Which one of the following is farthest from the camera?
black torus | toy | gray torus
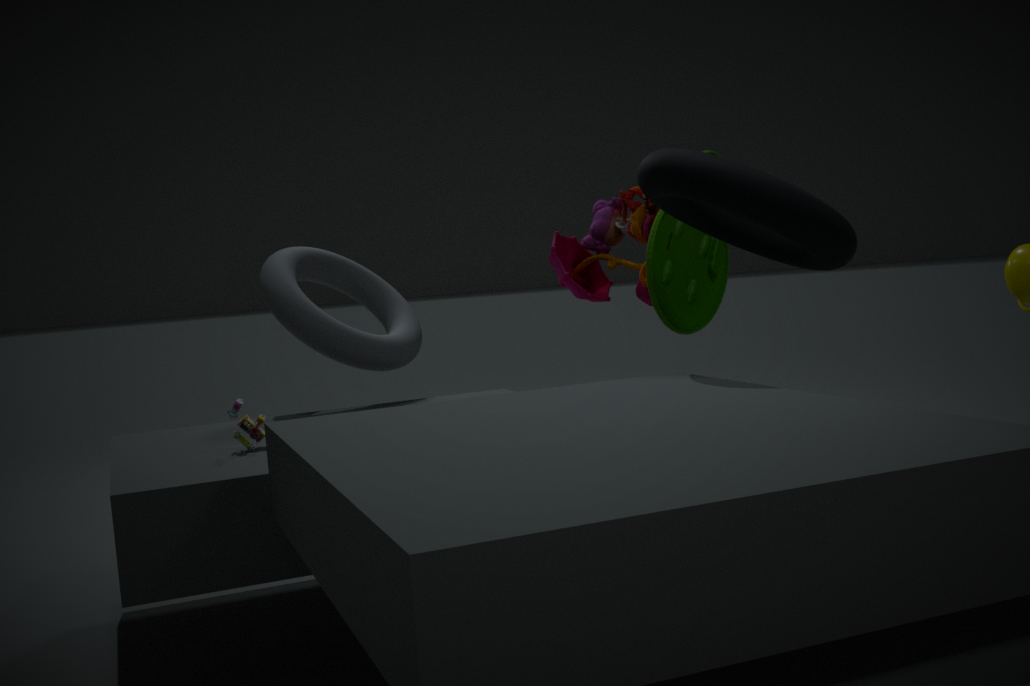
gray torus
